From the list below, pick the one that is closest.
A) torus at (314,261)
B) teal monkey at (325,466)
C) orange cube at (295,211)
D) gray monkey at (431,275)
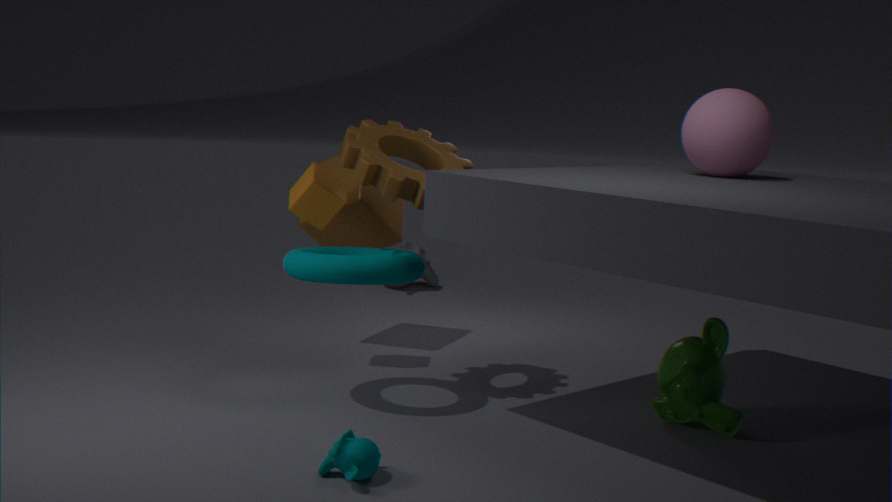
teal monkey at (325,466)
